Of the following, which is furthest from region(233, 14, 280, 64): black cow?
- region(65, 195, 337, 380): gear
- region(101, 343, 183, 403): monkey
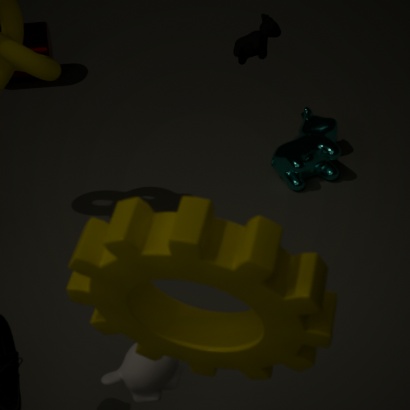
region(65, 195, 337, 380): gear
